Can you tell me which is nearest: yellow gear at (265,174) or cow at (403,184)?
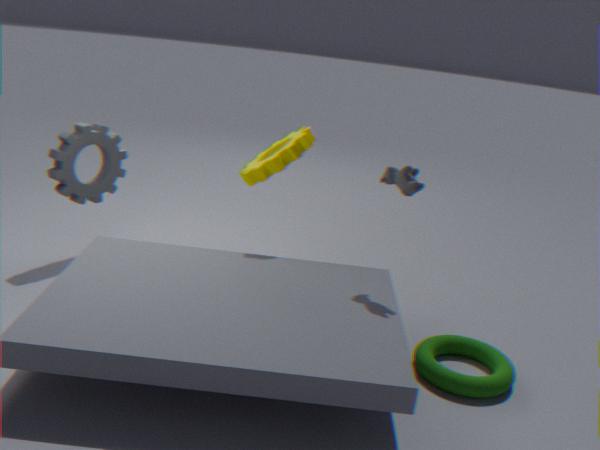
cow at (403,184)
